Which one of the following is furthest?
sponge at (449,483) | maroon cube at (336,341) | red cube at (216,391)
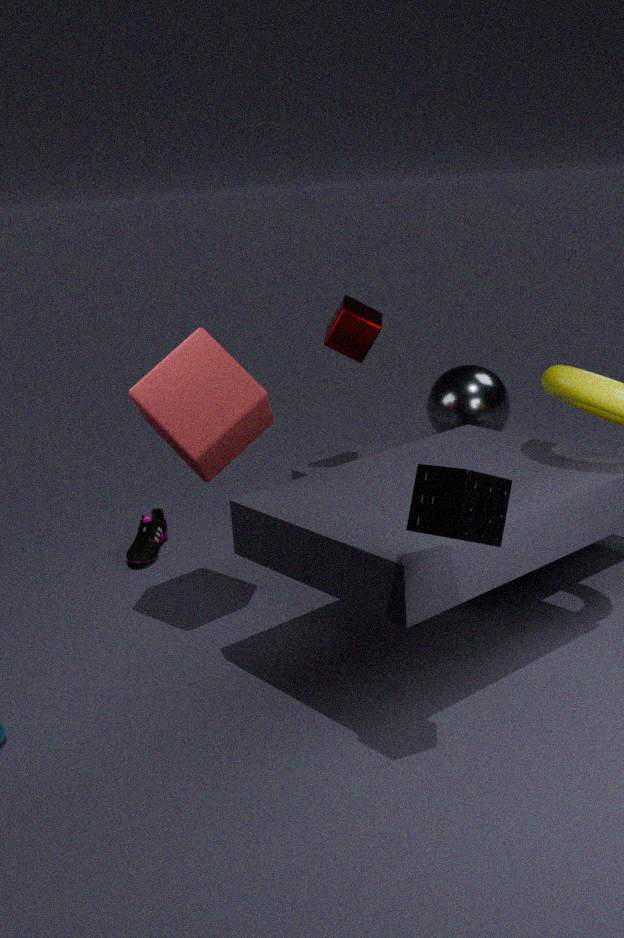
maroon cube at (336,341)
